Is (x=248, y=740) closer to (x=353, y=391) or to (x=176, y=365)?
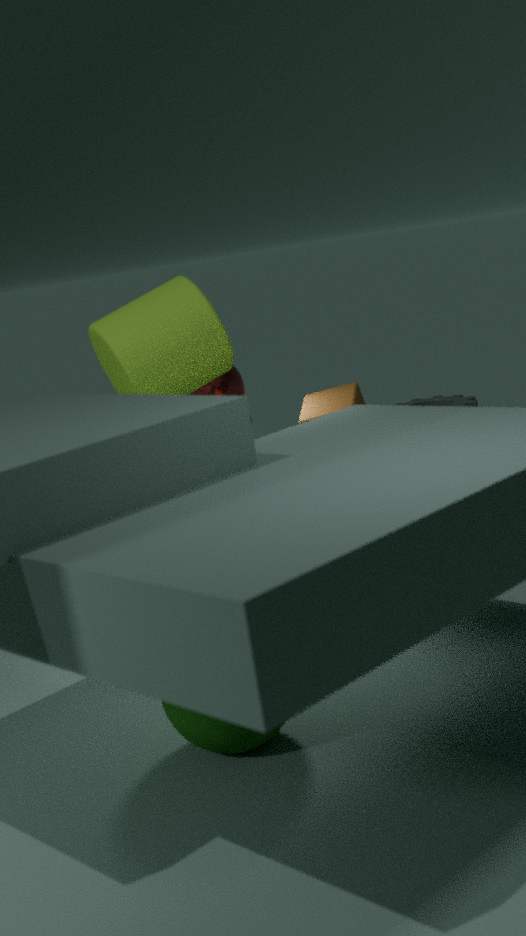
(x=353, y=391)
